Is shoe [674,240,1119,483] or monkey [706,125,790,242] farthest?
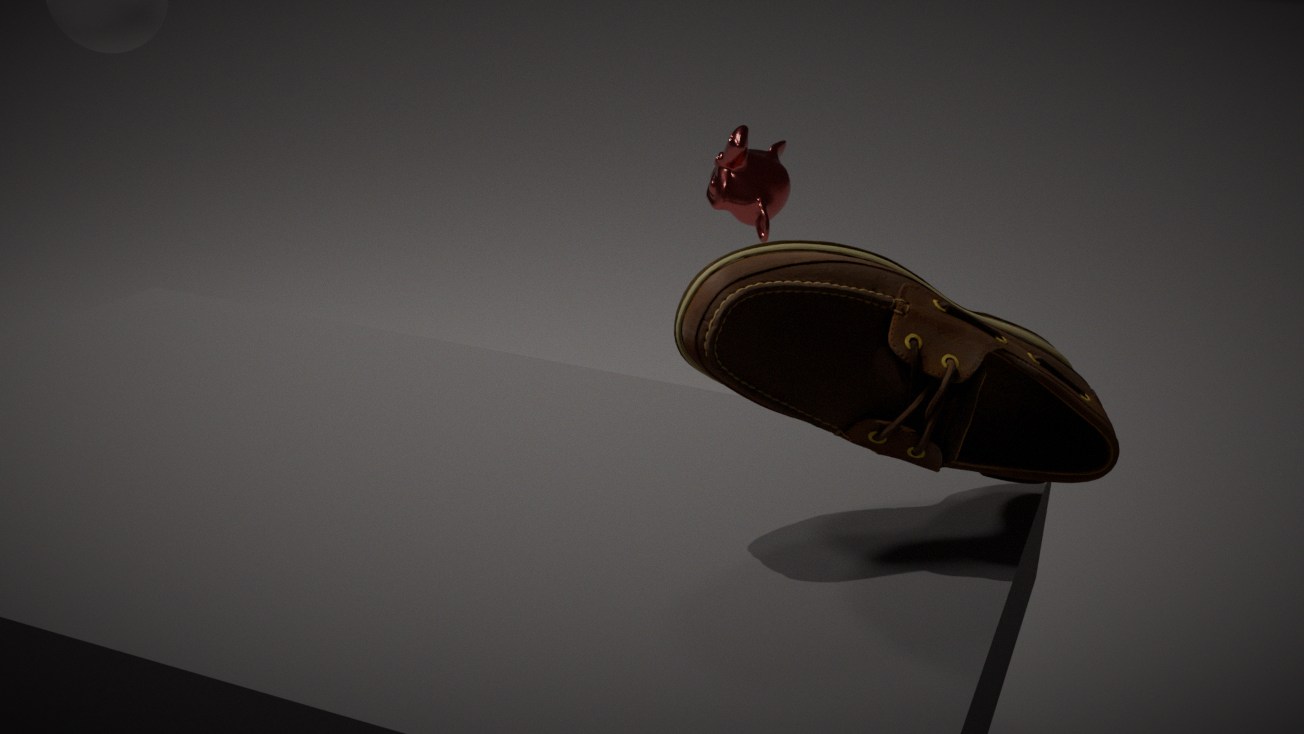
monkey [706,125,790,242]
